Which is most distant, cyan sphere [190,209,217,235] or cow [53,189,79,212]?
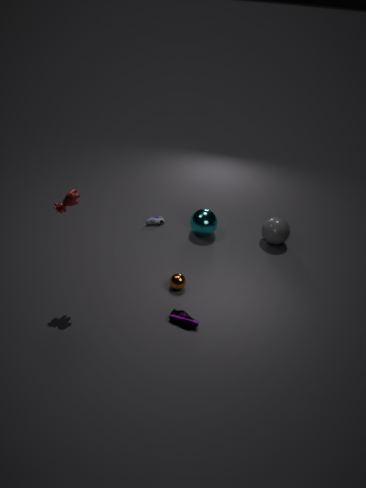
cyan sphere [190,209,217,235]
